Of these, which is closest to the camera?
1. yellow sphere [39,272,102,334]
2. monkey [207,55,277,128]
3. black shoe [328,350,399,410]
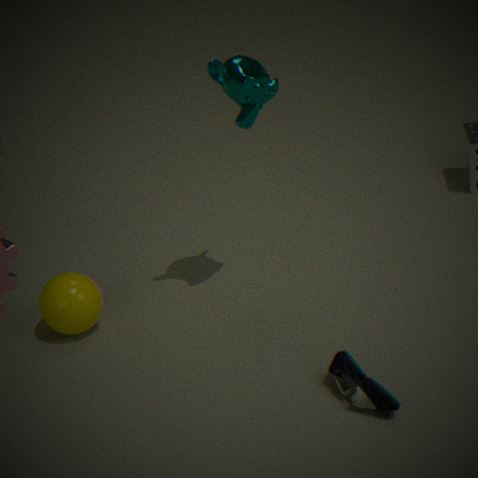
black shoe [328,350,399,410]
